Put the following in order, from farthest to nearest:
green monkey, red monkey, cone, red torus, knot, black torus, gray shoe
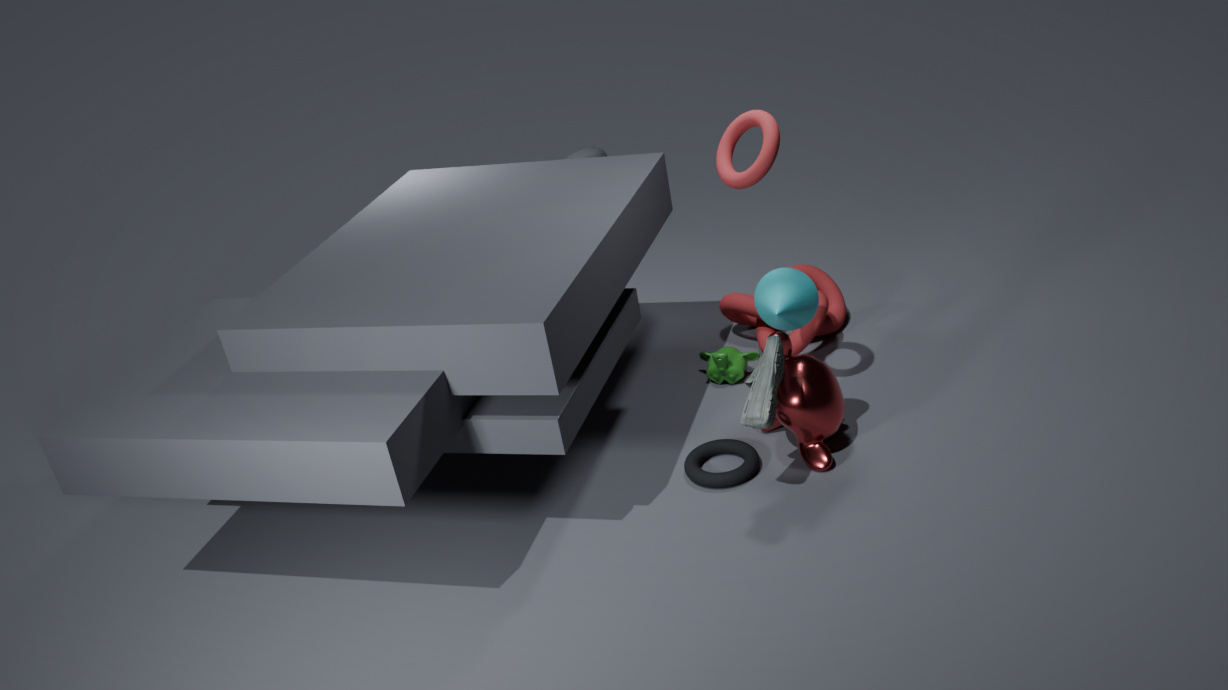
1. knot
2. green monkey
3. black torus
4. red monkey
5. cone
6. red torus
7. gray shoe
